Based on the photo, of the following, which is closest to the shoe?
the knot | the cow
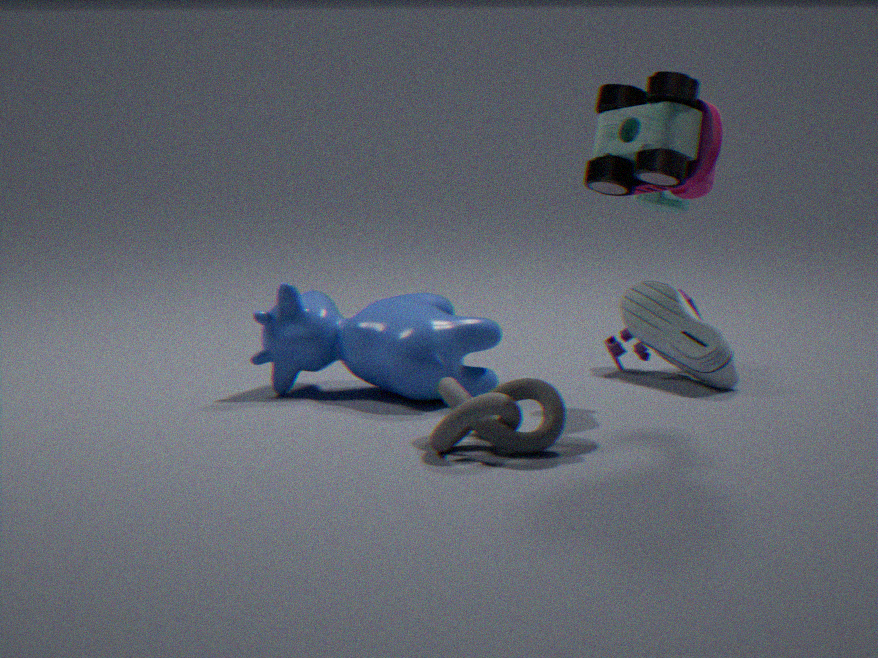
the cow
